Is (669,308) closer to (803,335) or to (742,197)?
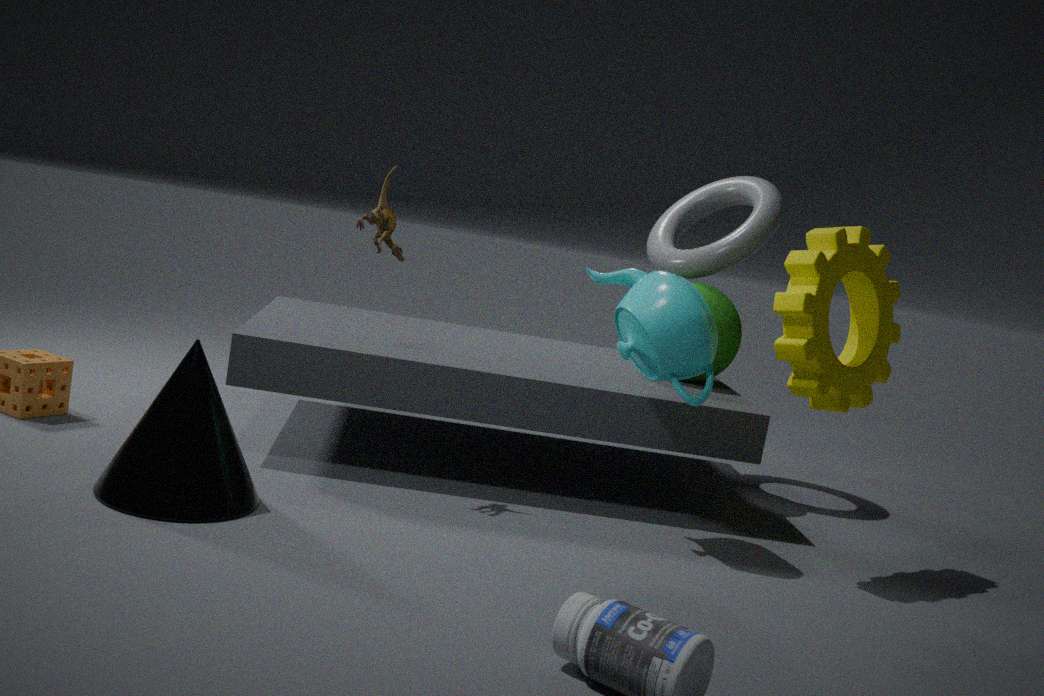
(803,335)
